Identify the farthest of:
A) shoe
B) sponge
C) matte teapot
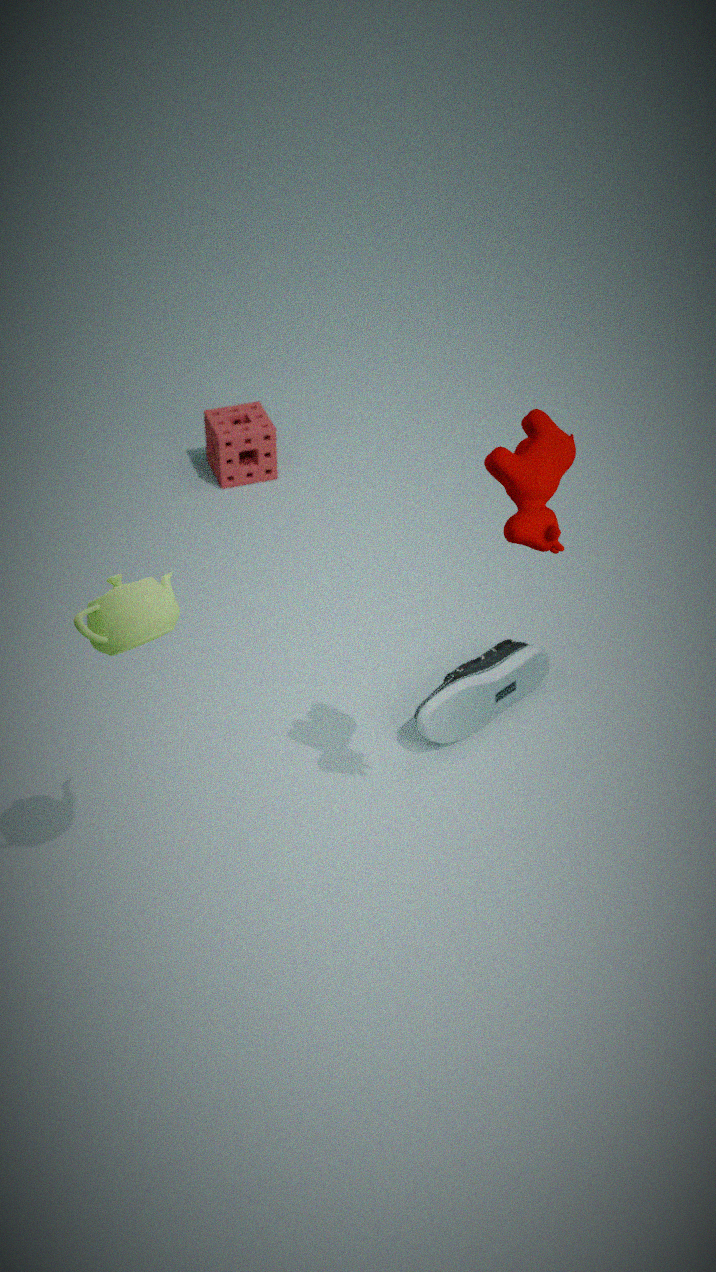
sponge
